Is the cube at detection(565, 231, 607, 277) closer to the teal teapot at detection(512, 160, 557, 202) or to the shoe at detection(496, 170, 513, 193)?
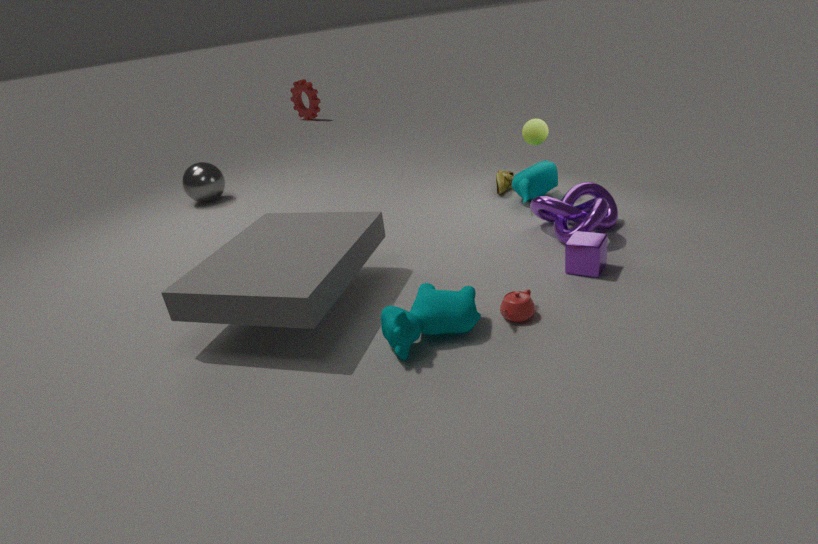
the teal teapot at detection(512, 160, 557, 202)
